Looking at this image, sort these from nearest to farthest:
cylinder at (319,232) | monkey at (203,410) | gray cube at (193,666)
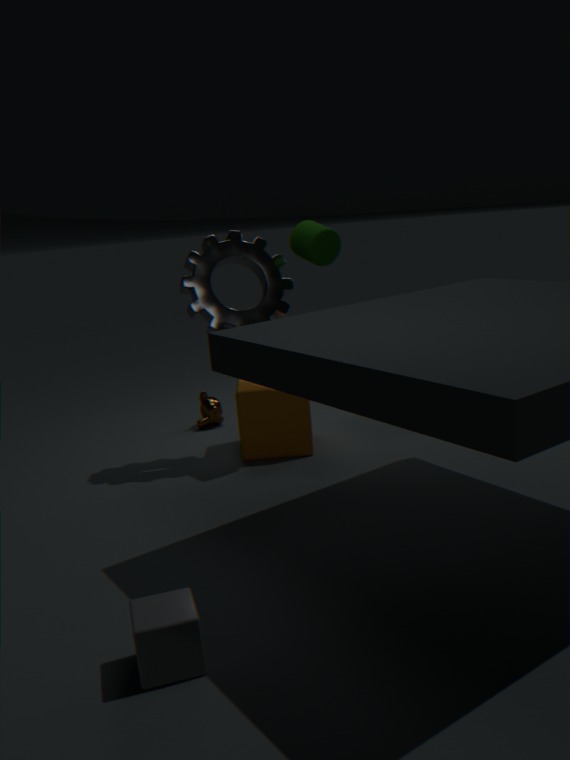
1. gray cube at (193,666)
2. cylinder at (319,232)
3. monkey at (203,410)
